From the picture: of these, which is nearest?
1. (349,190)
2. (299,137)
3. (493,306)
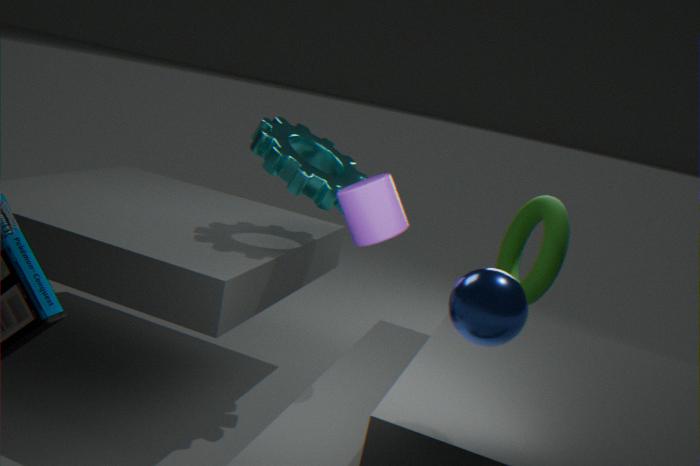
(493,306)
